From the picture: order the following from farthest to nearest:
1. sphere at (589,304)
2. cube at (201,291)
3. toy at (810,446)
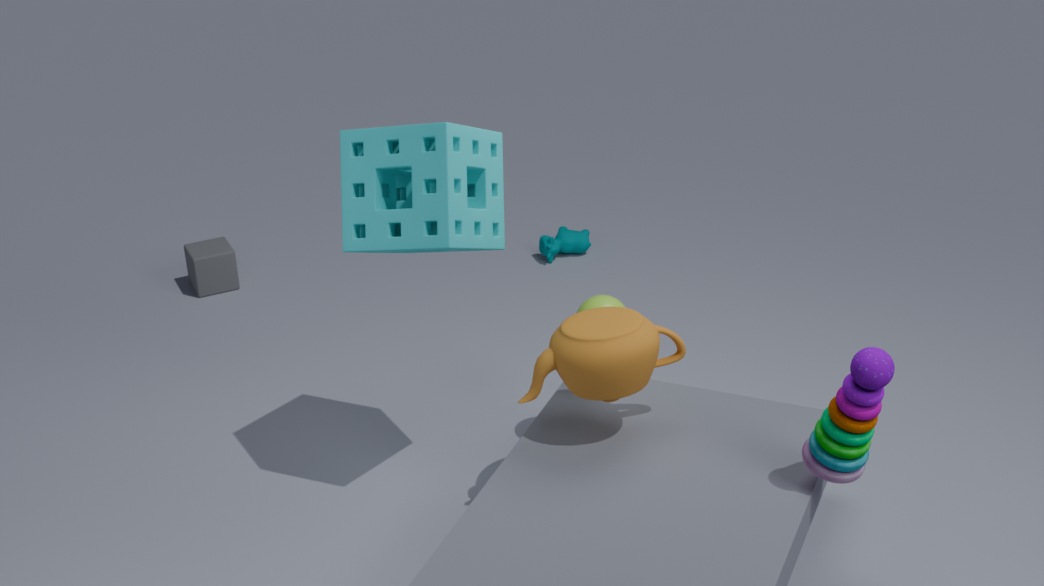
cube at (201,291) → sphere at (589,304) → toy at (810,446)
